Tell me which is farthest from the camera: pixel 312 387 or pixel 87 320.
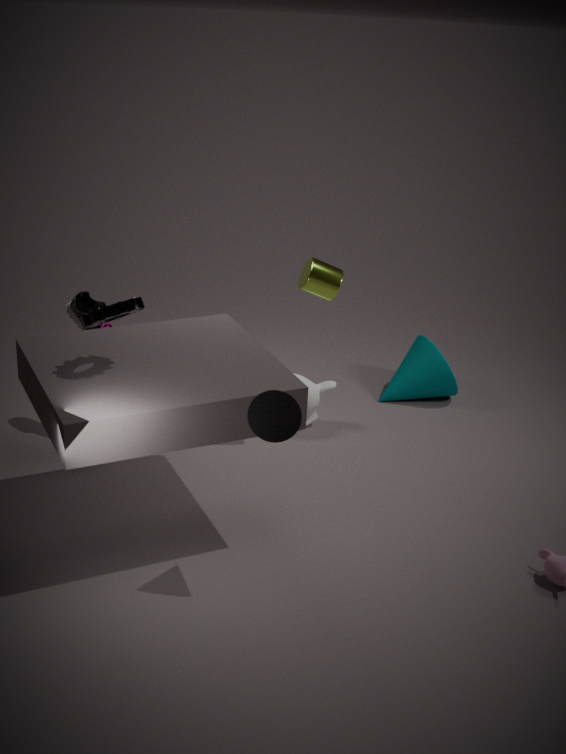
pixel 312 387
